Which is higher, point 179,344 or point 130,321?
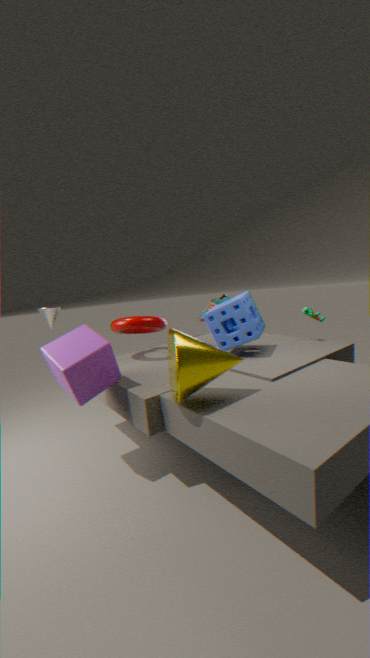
point 130,321
